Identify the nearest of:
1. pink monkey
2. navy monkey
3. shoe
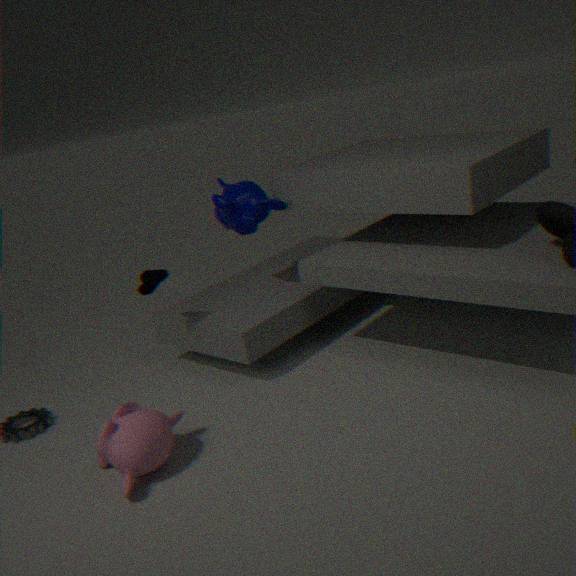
pink monkey
